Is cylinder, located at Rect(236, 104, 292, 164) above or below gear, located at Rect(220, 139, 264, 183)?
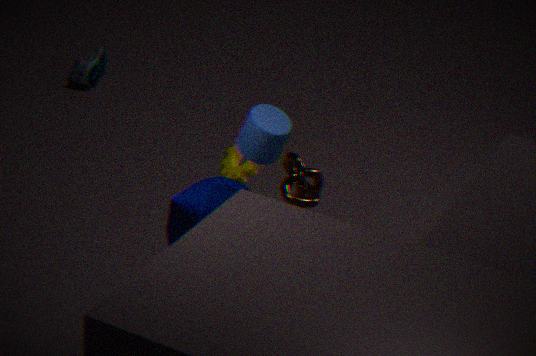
above
